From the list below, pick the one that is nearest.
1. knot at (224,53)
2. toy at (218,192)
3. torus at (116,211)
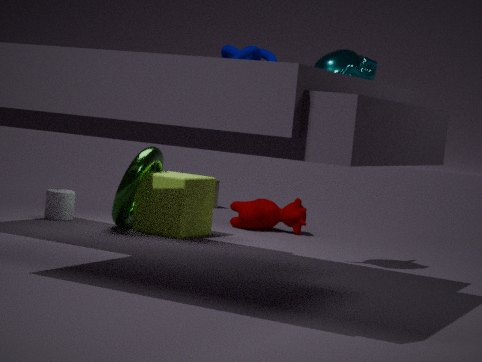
knot at (224,53)
